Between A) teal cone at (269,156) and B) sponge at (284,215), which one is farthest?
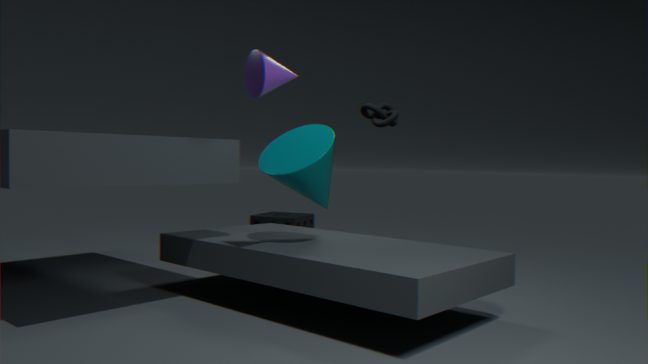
B. sponge at (284,215)
